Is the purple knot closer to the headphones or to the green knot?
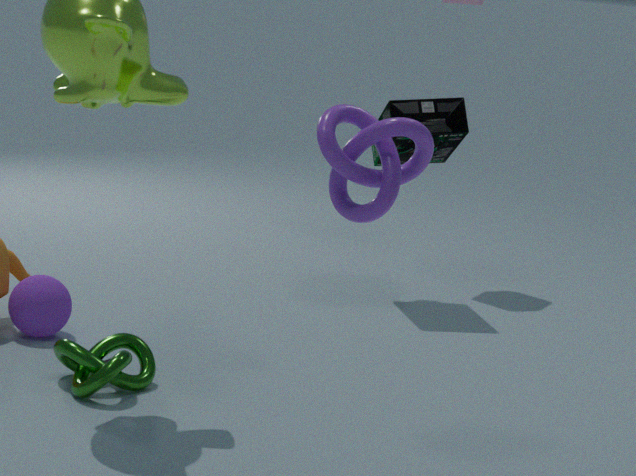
the green knot
